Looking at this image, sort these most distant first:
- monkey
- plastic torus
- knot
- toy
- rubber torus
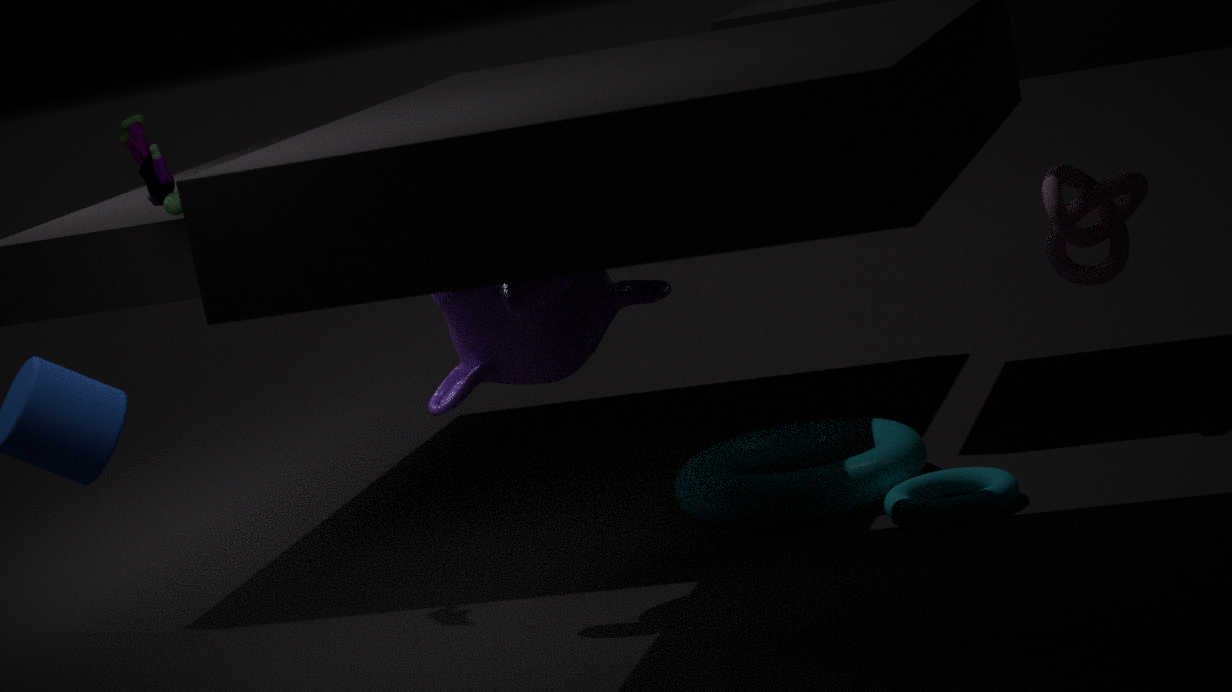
knot
plastic torus
toy
rubber torus
monkey
